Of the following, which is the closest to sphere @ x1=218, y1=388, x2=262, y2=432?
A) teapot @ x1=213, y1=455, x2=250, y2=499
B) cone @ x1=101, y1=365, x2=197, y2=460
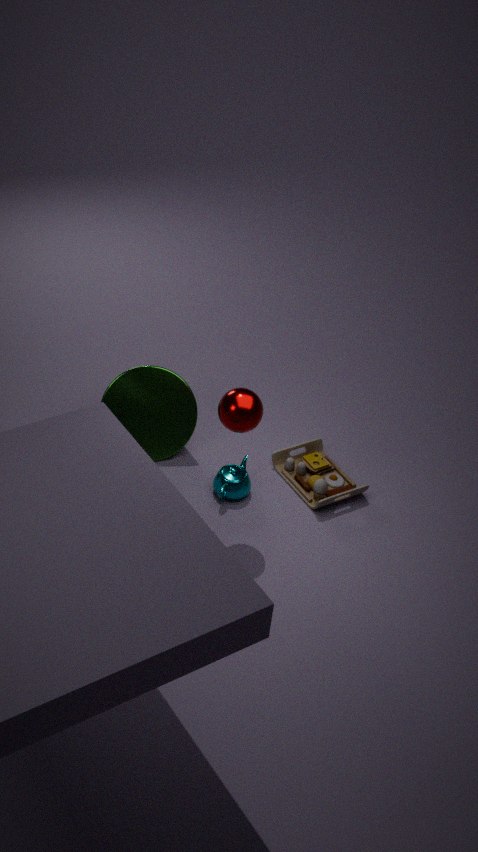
teapot @ x1=213, y1=455, x2=250, y2=499
